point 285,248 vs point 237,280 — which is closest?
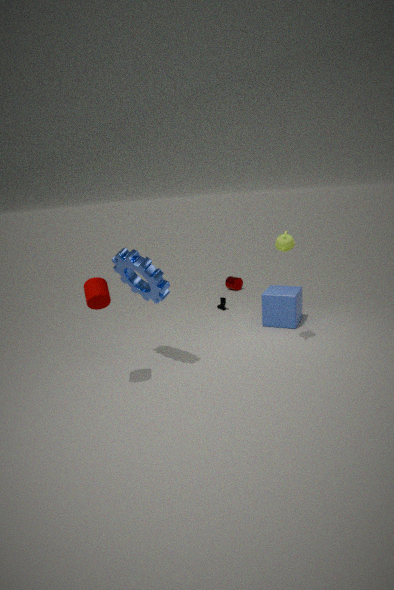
point 285,248
